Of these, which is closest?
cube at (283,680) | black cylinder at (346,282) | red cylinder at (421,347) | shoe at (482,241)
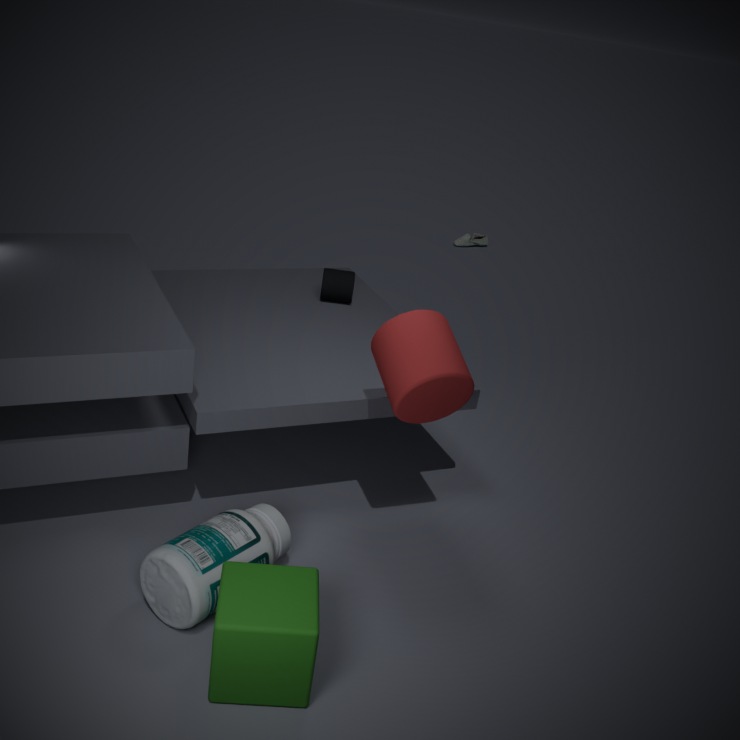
cube at (283,680)
